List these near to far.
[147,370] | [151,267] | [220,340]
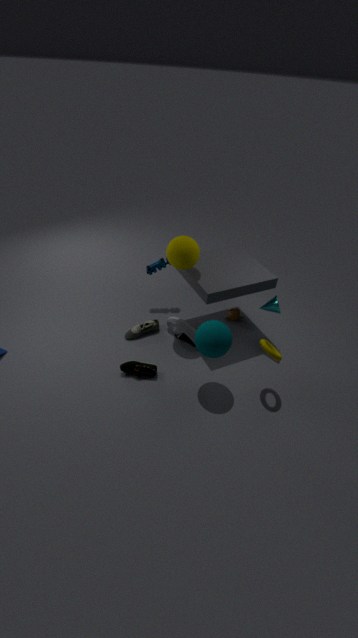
[220,340]
[147,370]
[151,267]
